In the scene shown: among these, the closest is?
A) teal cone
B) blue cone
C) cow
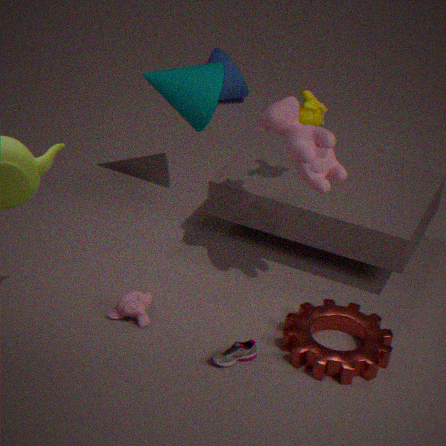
cow
